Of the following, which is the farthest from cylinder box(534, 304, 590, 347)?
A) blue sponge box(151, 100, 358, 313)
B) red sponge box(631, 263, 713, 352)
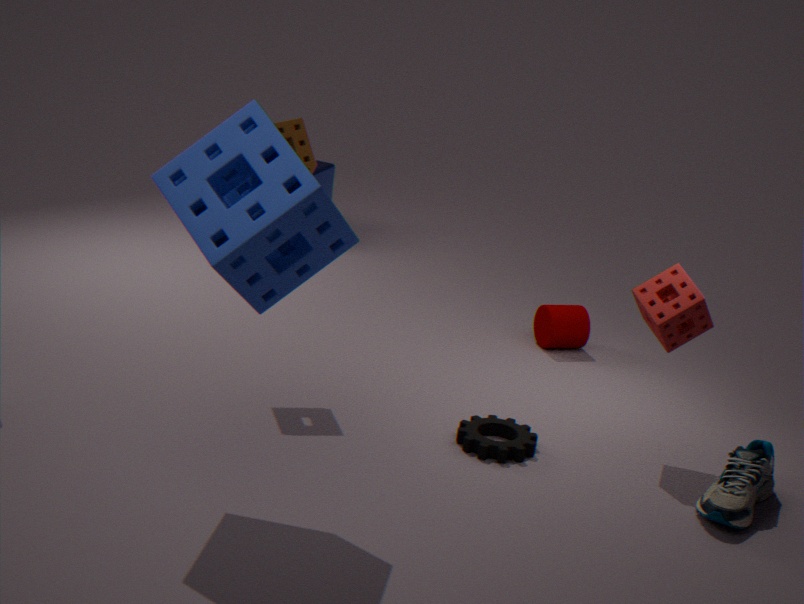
blue sponge box(151, 100, 358, 313)
